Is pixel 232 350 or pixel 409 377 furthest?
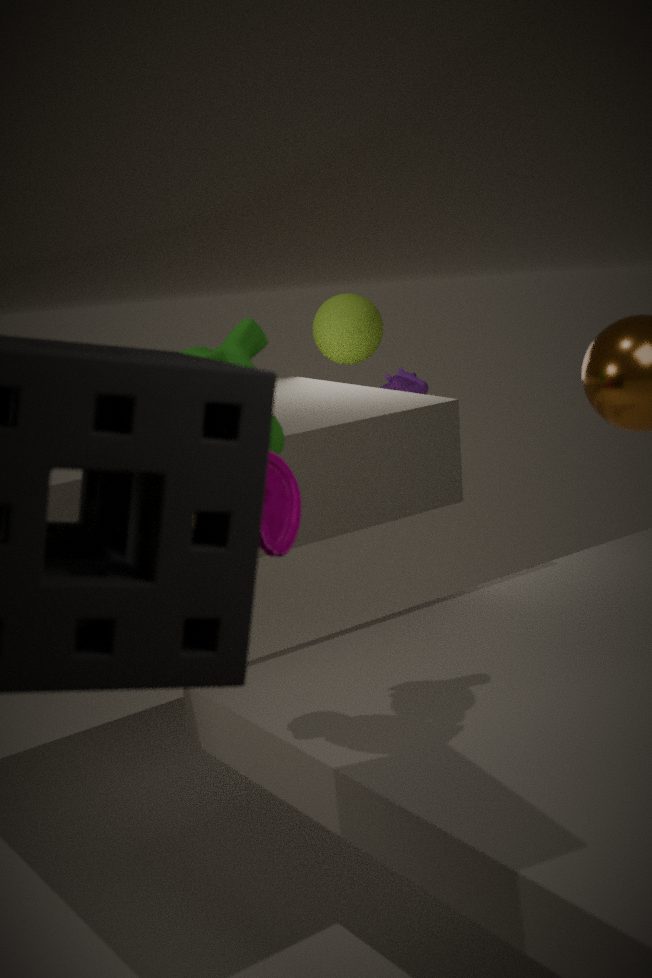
pixel 409 377
